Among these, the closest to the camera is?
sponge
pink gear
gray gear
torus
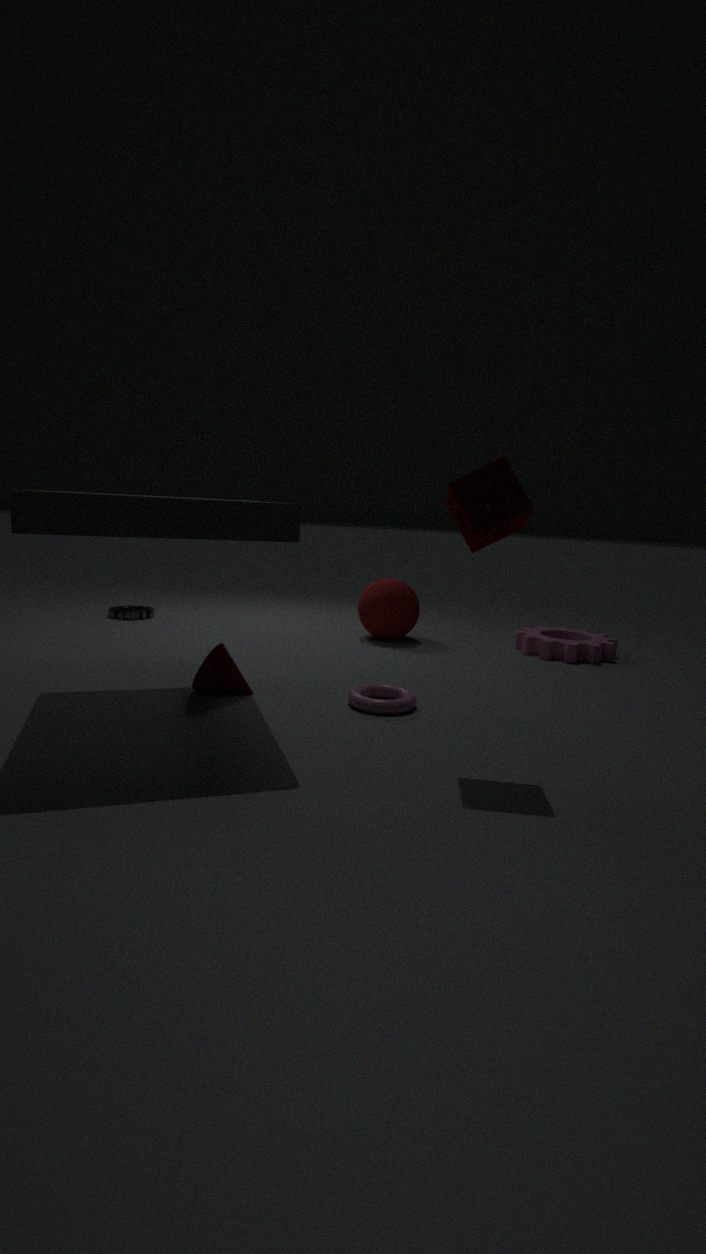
sponge
